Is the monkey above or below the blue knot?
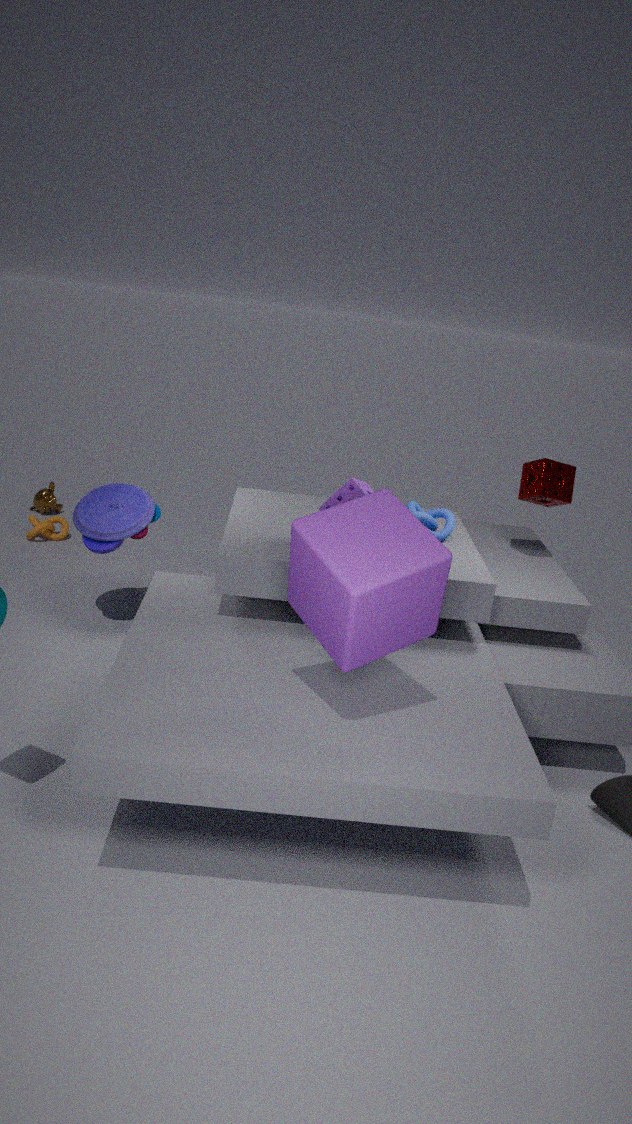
below
